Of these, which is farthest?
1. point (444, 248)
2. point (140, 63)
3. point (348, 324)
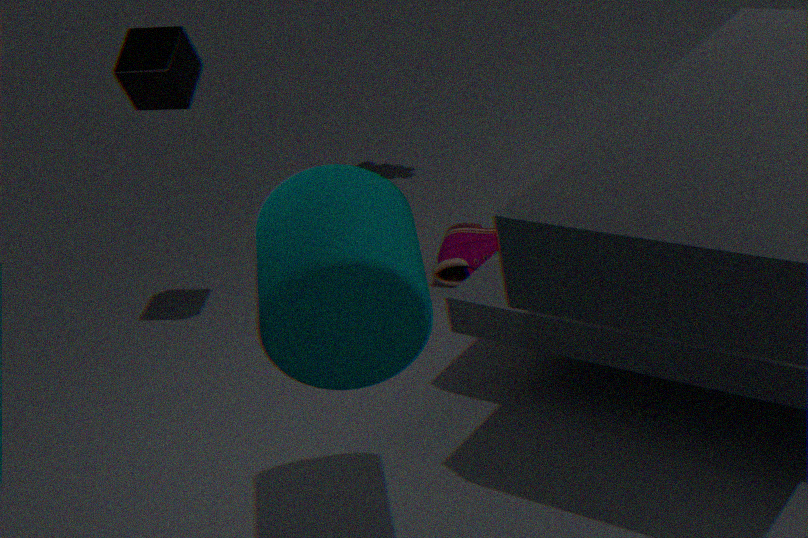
point (444, 248)
